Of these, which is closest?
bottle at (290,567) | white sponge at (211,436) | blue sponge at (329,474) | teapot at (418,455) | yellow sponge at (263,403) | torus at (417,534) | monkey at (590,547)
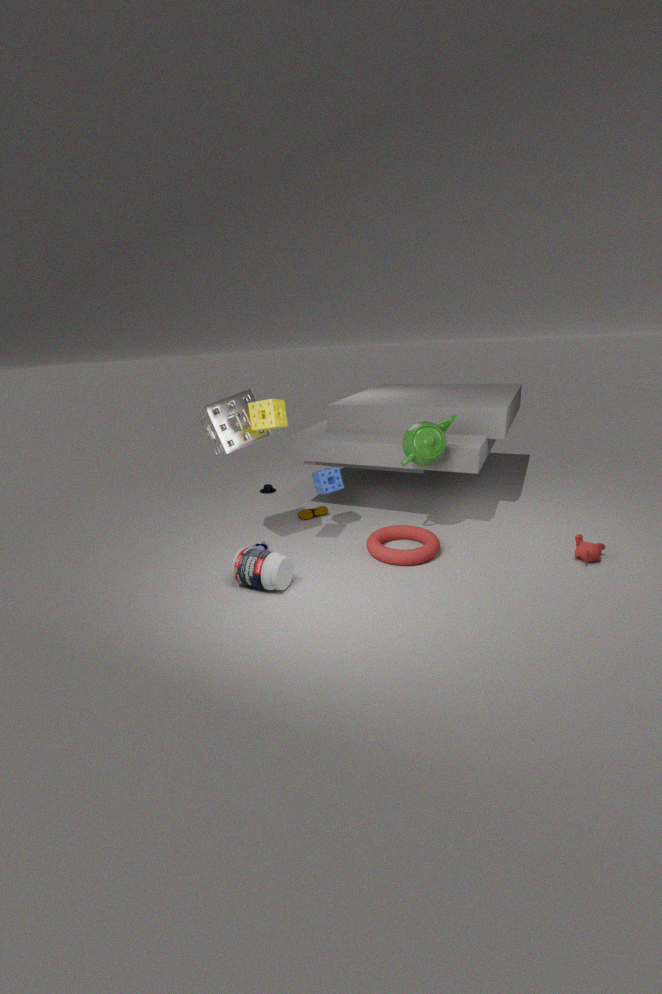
bottle at (290,567)
